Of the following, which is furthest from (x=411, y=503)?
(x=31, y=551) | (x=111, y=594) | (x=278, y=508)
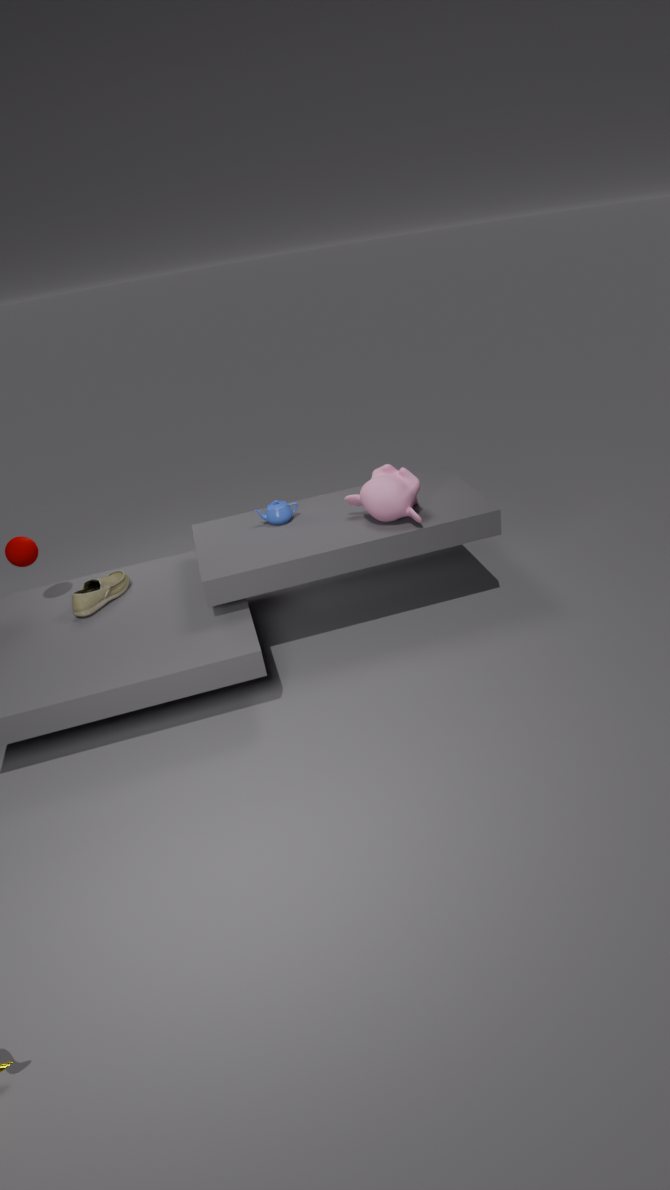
(x=31, y=551)
